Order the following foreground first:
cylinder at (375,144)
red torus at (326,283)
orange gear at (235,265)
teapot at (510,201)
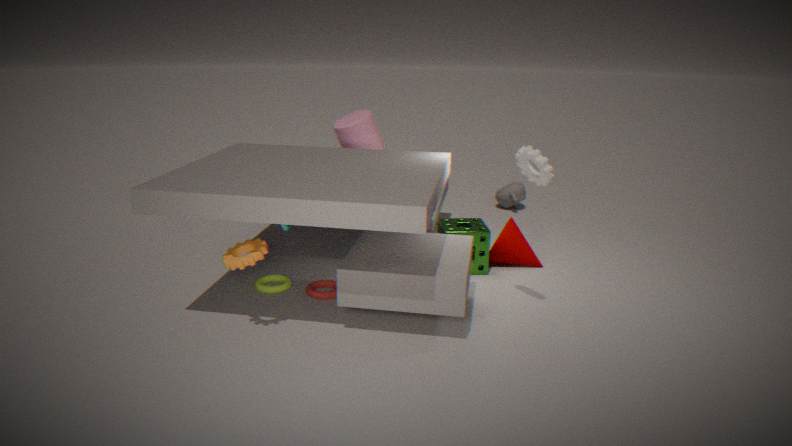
orange gear at (235,265), red torus at (326,283), cylinder at (375,144), teapot at (510,201)
